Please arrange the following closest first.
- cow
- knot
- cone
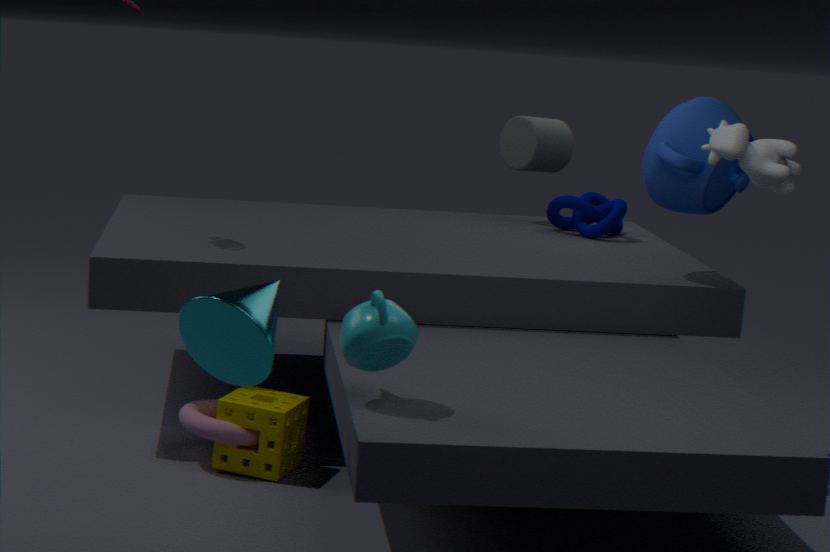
cone → cow → knot
